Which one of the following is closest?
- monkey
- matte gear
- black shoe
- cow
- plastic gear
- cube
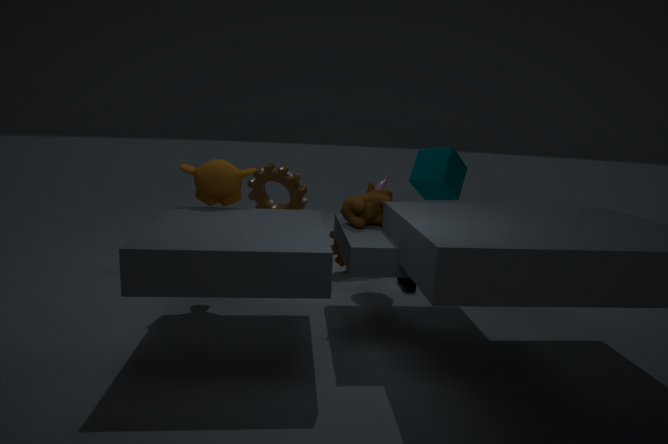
cow
